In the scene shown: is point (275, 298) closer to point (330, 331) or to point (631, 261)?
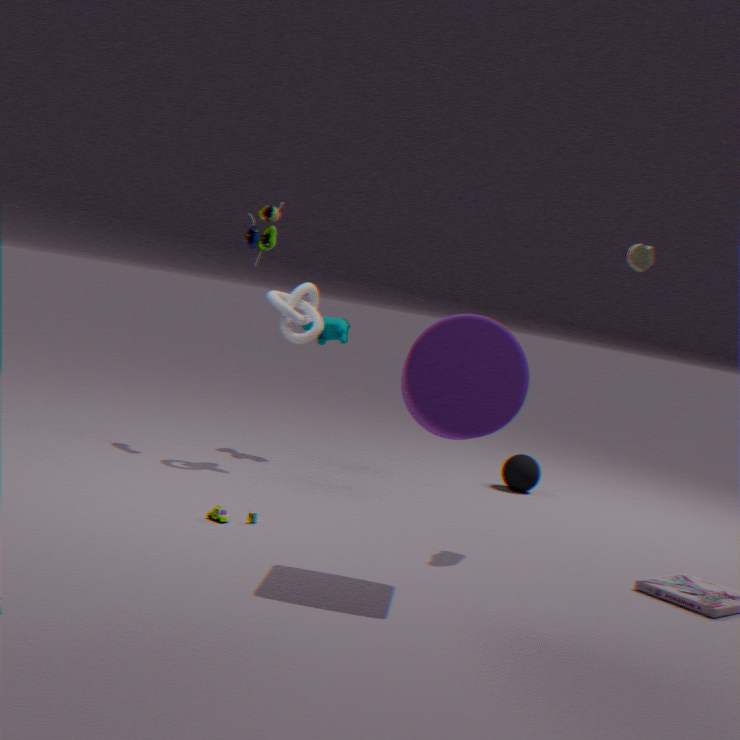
point (330, 331)
